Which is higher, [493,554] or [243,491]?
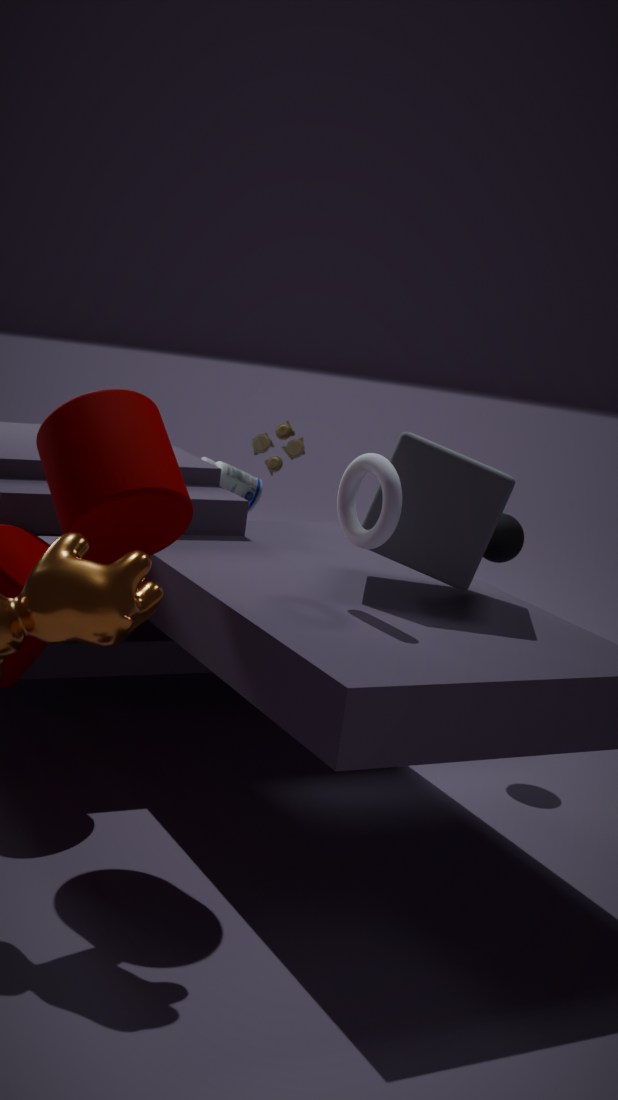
[493,554]
